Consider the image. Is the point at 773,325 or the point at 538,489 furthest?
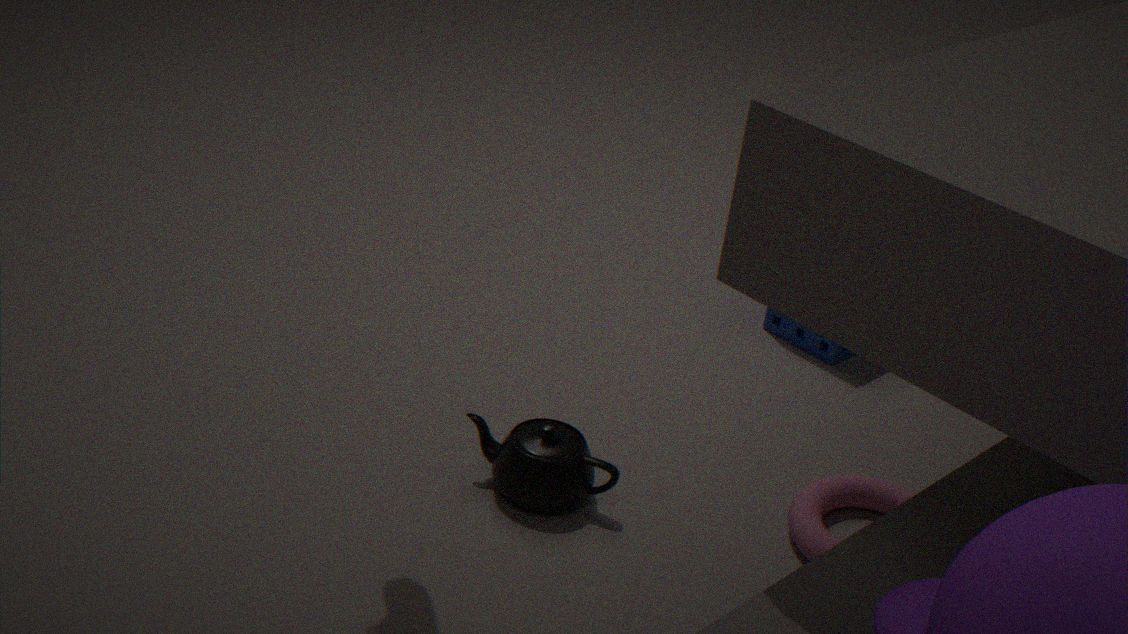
the point at 773,325
